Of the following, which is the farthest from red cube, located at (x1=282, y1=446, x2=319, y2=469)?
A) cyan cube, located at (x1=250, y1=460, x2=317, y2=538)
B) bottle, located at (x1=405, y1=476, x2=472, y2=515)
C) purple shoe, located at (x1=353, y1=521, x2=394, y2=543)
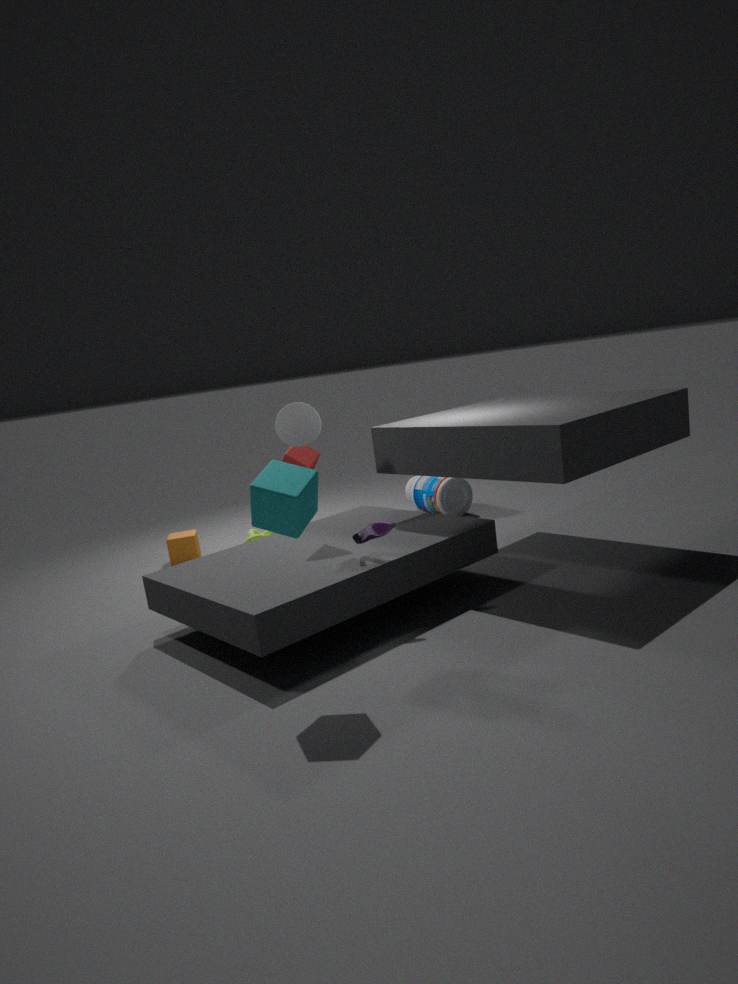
cyan cube, located at (x1=250, y1=460, x2=317, y2=538)
